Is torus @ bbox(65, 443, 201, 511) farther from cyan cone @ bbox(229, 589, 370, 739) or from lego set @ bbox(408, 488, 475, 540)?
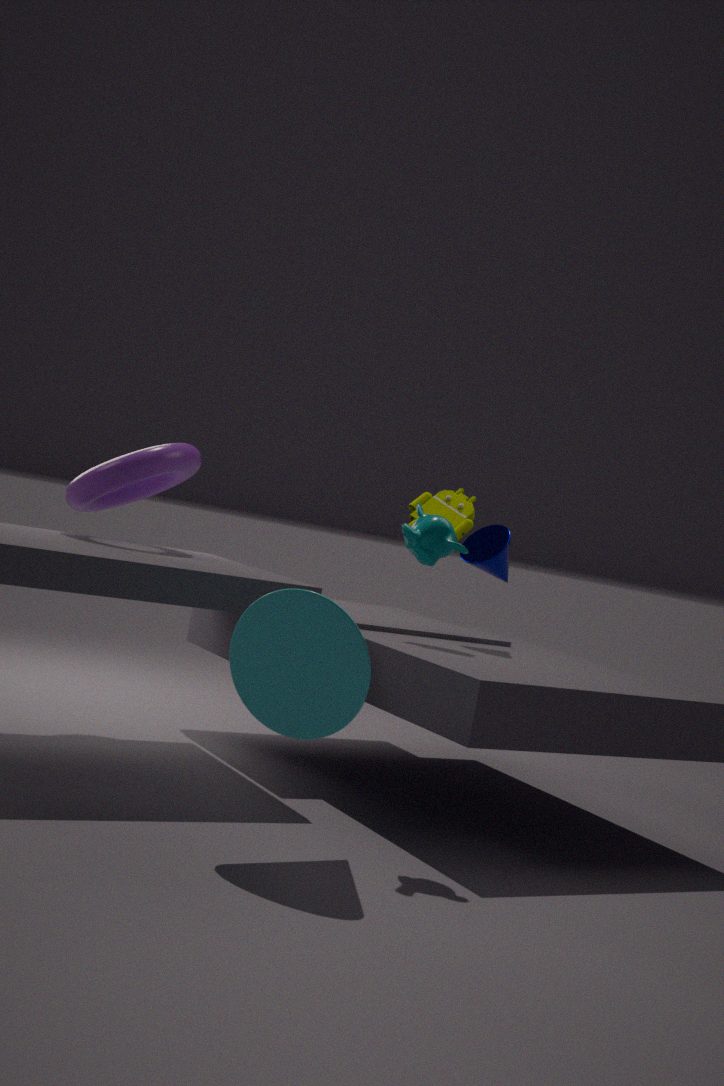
cyan cone @ bbox(229, 589, 370, 739)
